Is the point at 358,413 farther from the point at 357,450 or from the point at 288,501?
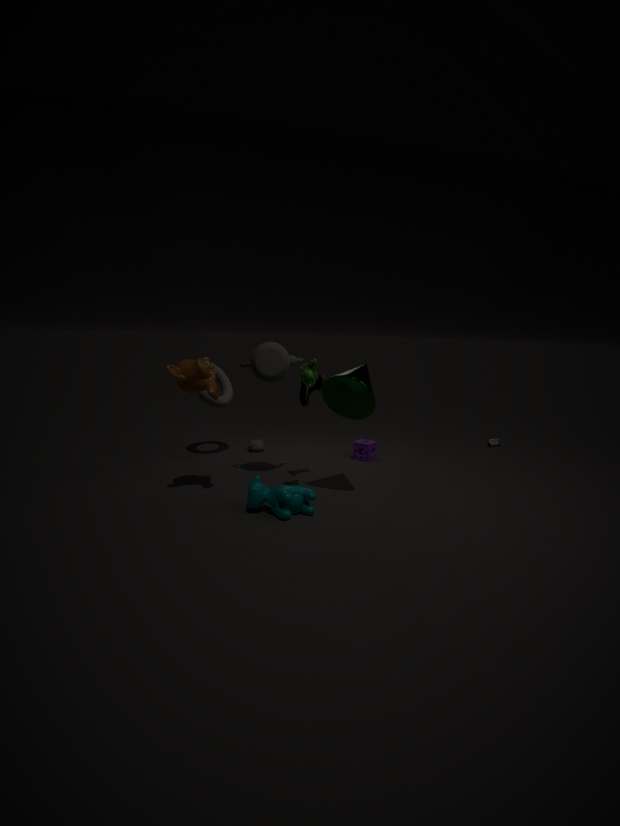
the point at 357,450
